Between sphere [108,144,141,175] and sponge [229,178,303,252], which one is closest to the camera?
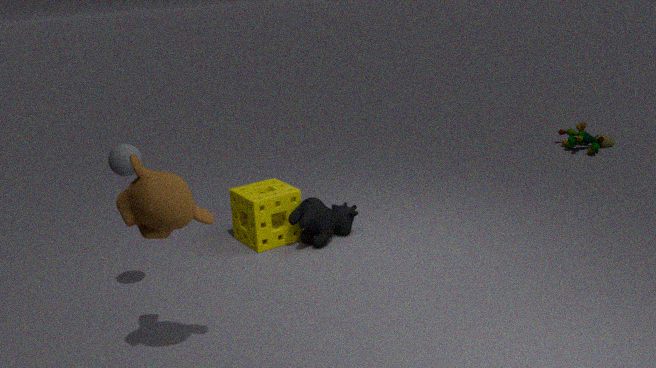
sphere [108,144,141,175]
